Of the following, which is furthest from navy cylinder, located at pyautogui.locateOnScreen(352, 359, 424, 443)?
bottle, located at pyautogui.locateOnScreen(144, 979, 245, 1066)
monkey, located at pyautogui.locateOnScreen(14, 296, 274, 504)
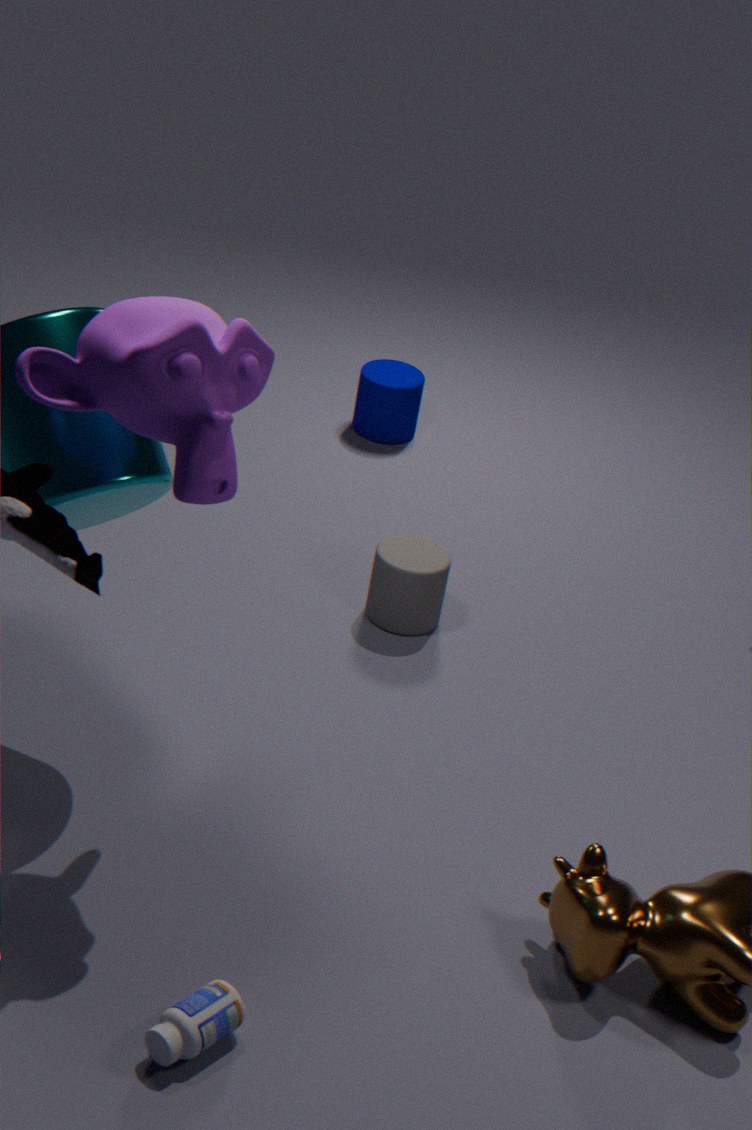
bottle, located at pyautogui.locateOnScreen(144, 979, 245, 1066)
